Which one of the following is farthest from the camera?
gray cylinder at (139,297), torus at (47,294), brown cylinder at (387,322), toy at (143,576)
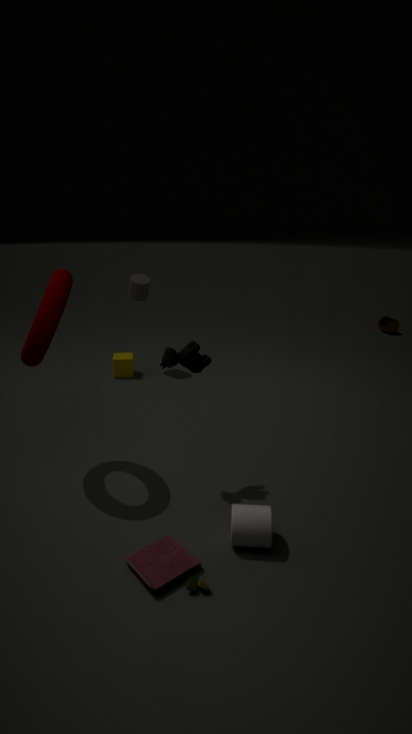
brown cylinder at (387,322)
